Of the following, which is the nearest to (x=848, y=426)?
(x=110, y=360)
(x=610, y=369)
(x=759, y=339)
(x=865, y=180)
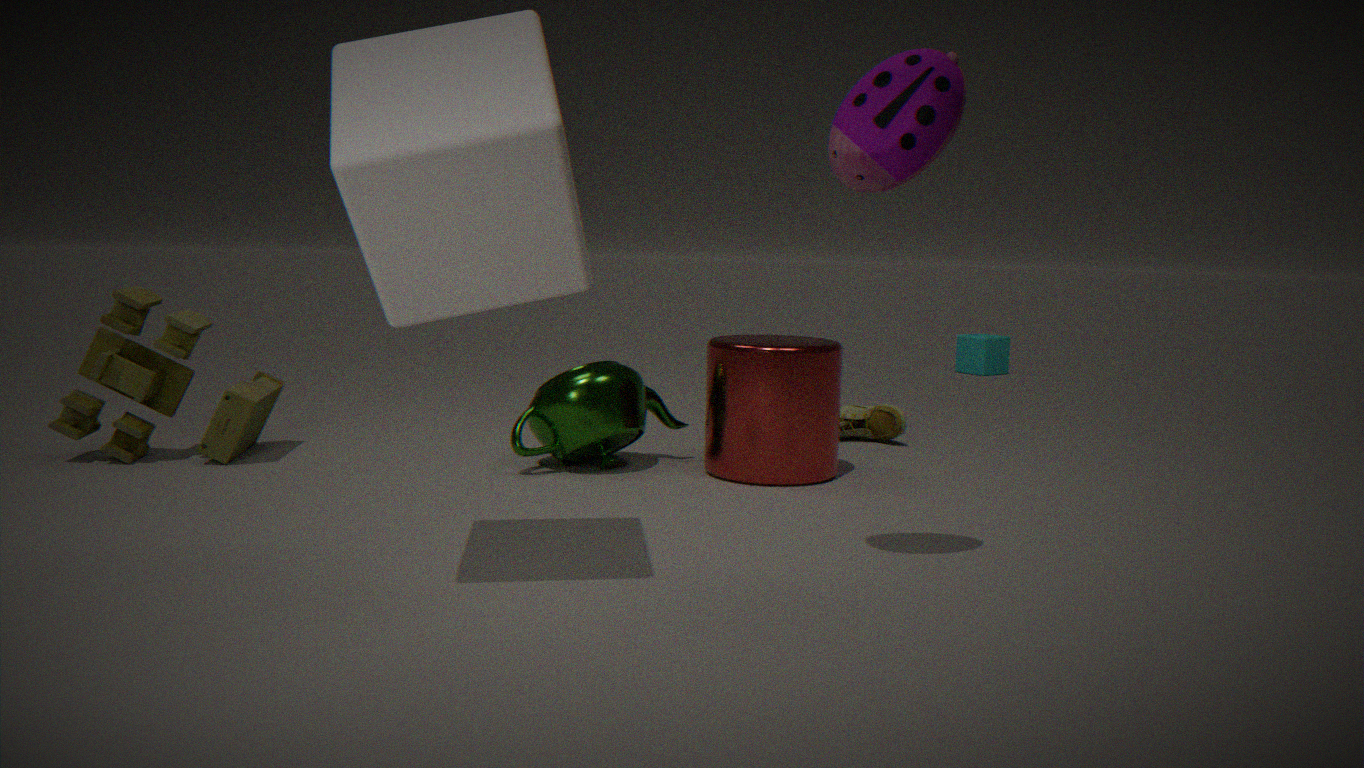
(x=759, y=339)
